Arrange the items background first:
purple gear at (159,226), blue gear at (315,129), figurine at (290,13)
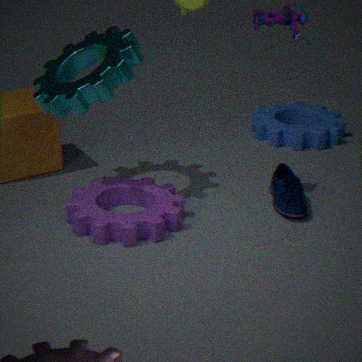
blue gear at (315,129) < purple gear at (159,226) < figurine at (290,13)
